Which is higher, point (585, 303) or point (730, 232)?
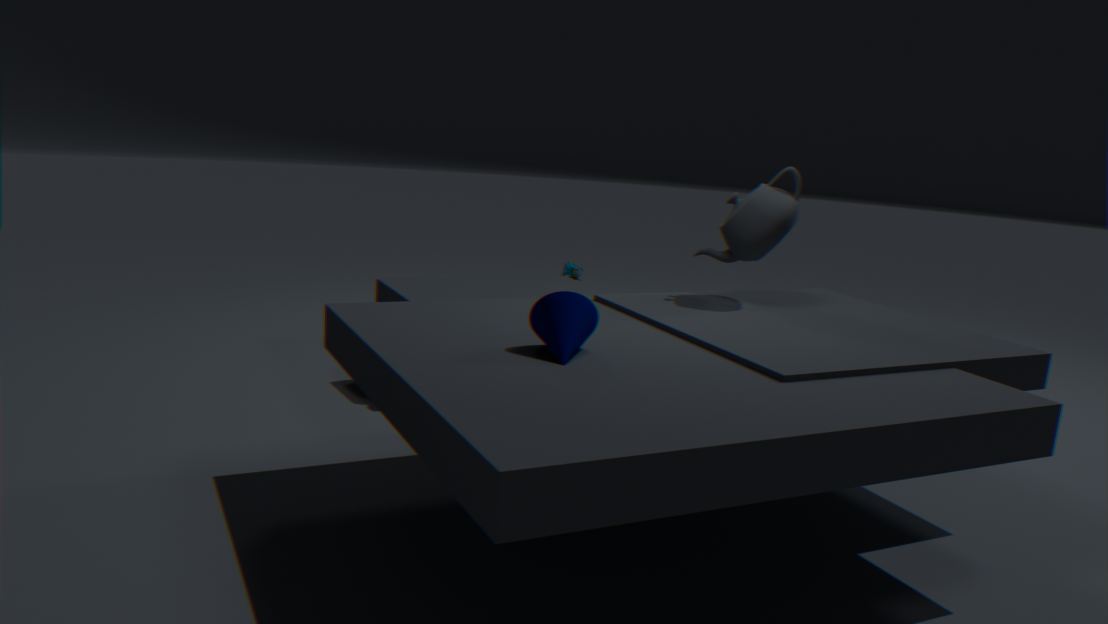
point (730, 232)
